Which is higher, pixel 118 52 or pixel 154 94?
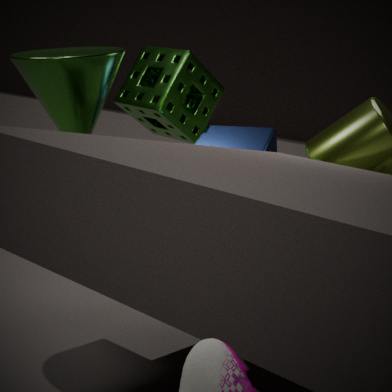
pixel 154 94
